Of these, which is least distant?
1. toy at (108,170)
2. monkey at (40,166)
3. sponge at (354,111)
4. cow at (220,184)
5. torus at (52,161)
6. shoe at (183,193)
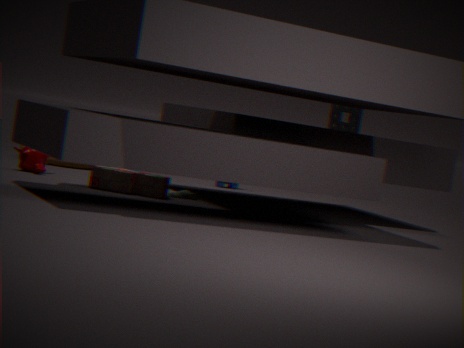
toy at (108,170)
